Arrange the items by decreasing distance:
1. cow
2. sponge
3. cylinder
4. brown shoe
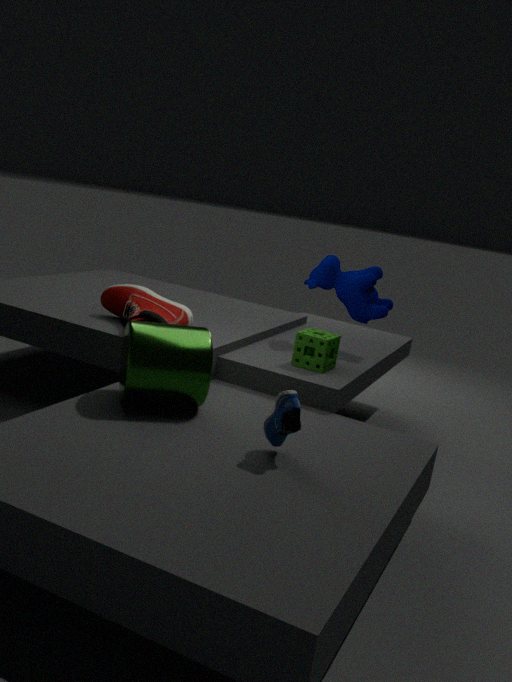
cow → sponge → brown shoe → cylinder
